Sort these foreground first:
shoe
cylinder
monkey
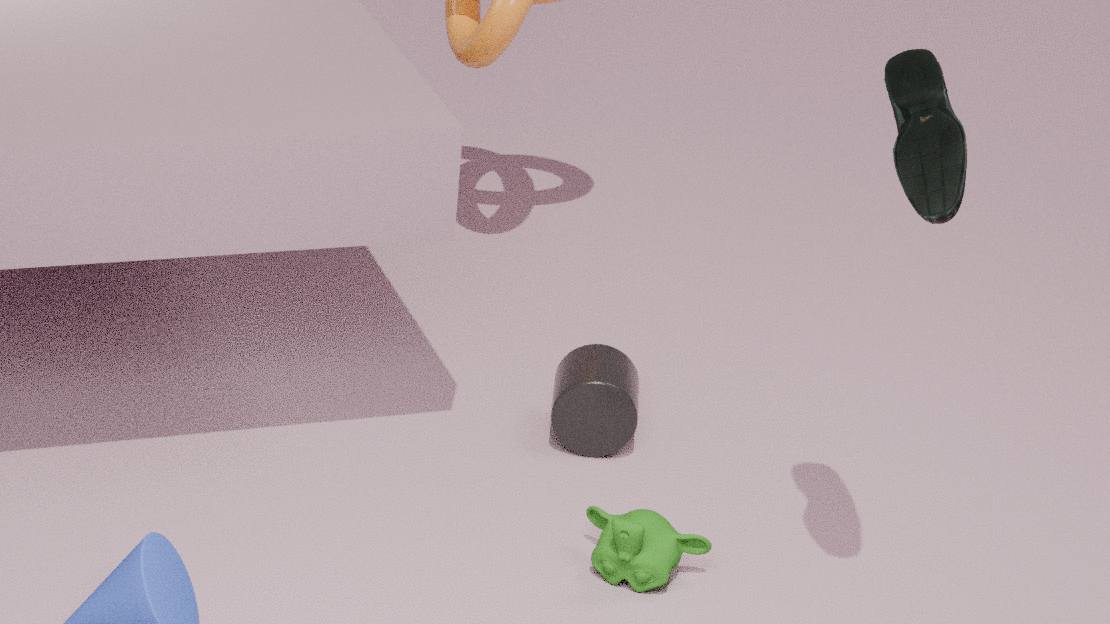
shoe, monkey, cylinder
